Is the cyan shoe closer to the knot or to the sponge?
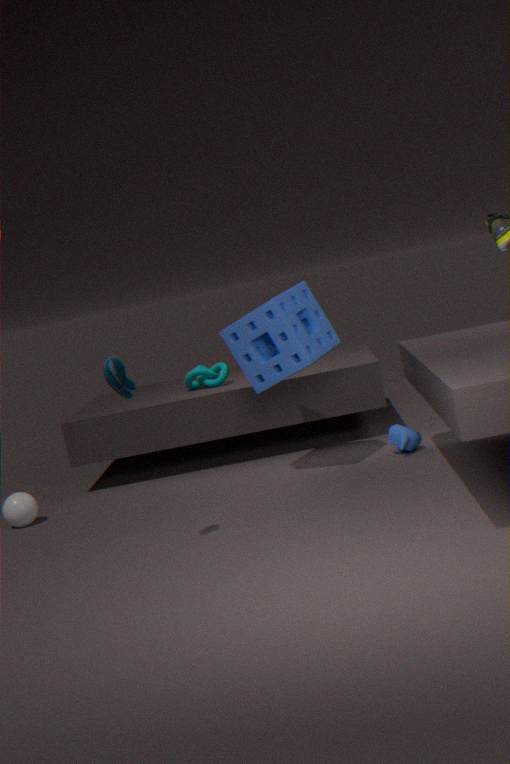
the sponge
